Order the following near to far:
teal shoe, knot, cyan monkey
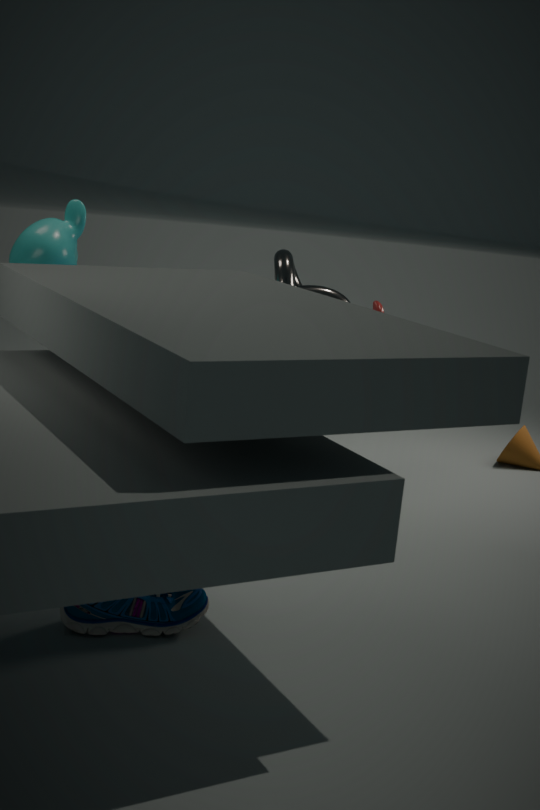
teal shoe
cyan monkey
knot
